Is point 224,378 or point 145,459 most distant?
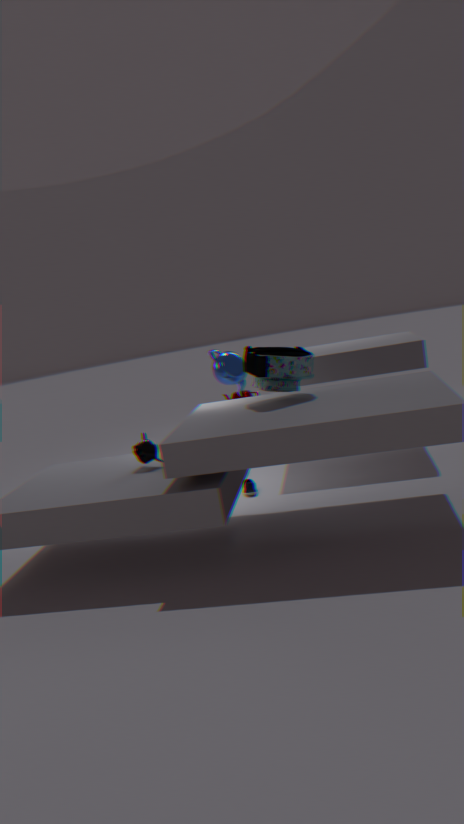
point 224,378
